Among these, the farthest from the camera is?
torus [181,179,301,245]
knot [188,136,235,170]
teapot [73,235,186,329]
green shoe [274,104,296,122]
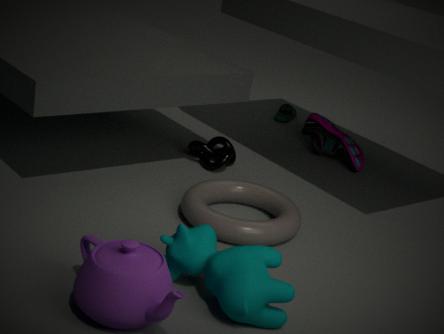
green shoe [274,104,296,122]
